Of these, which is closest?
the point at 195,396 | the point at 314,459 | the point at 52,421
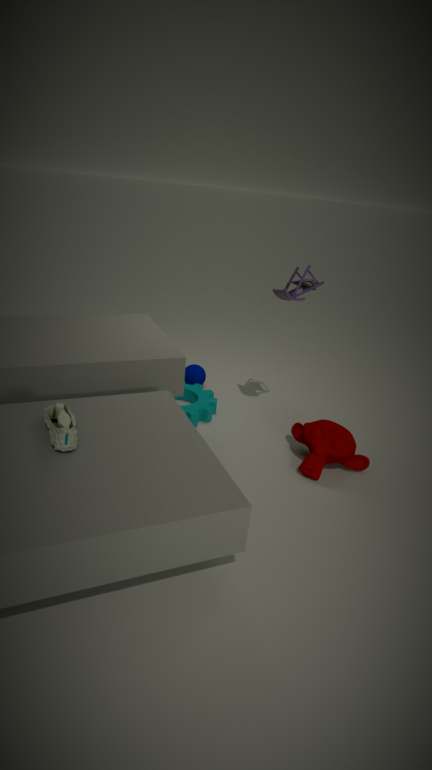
the point at 52,421
